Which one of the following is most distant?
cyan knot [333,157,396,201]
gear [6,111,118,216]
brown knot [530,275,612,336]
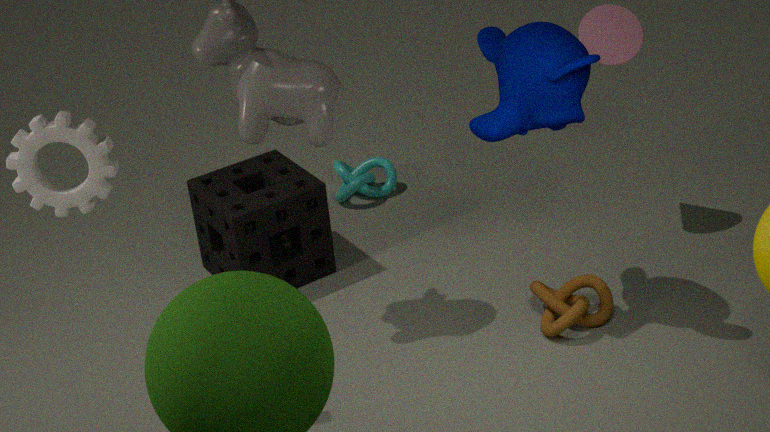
cyan knot [333,157,396,201]
